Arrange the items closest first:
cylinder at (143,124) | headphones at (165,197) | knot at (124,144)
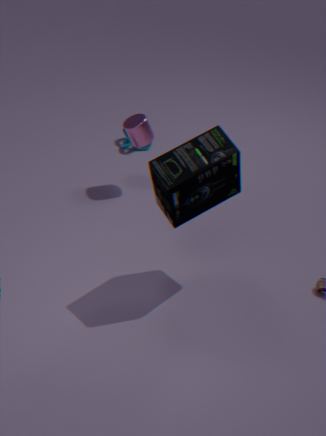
1. headphones at (165,197)
2. cylinder at (143,124)
3. knot at (124,144)
